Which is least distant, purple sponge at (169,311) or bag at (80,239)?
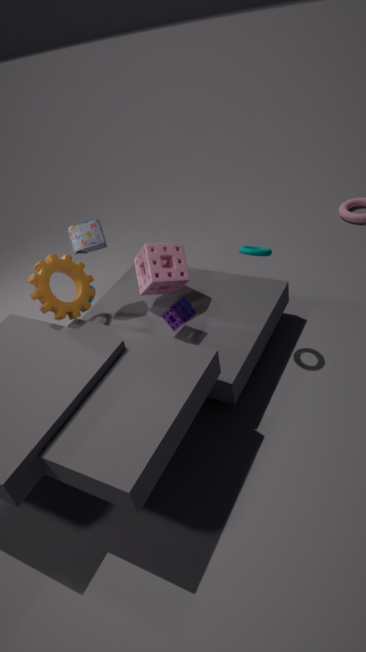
purple sponge at (169,311)
